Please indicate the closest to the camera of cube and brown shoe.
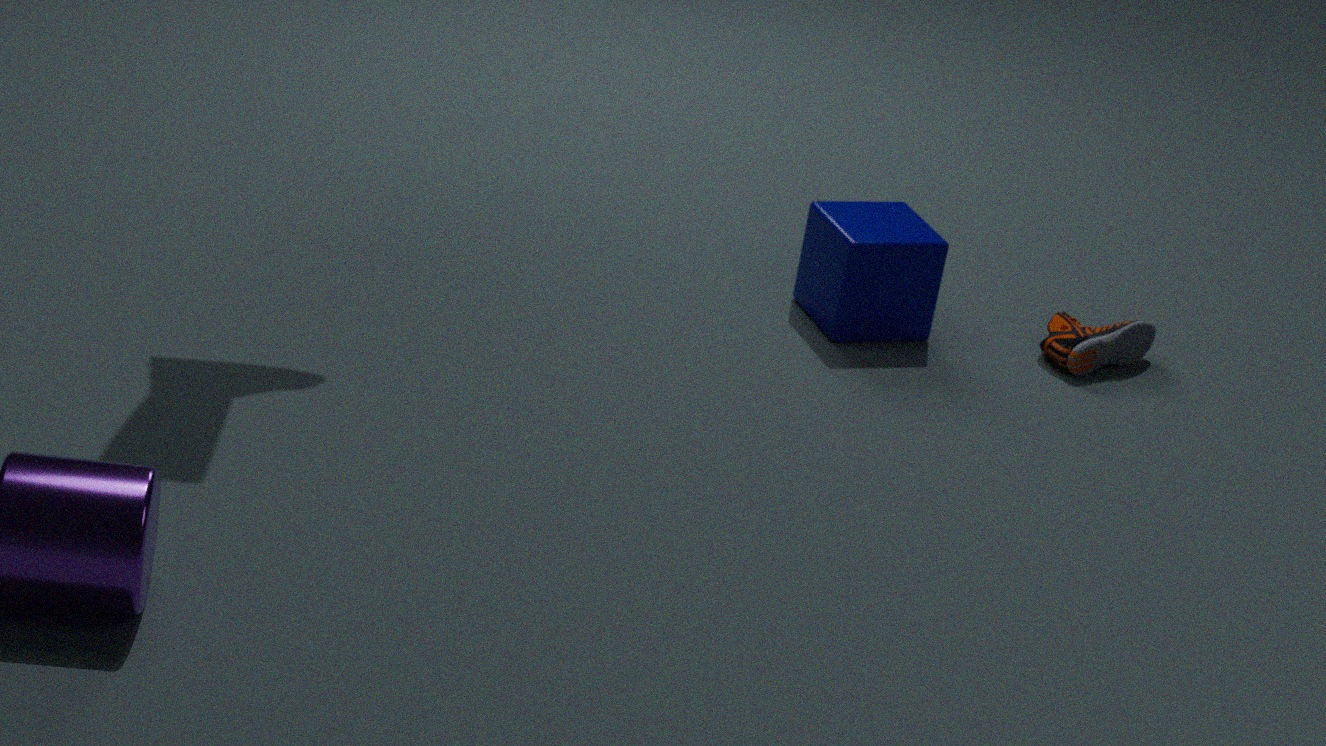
cube
